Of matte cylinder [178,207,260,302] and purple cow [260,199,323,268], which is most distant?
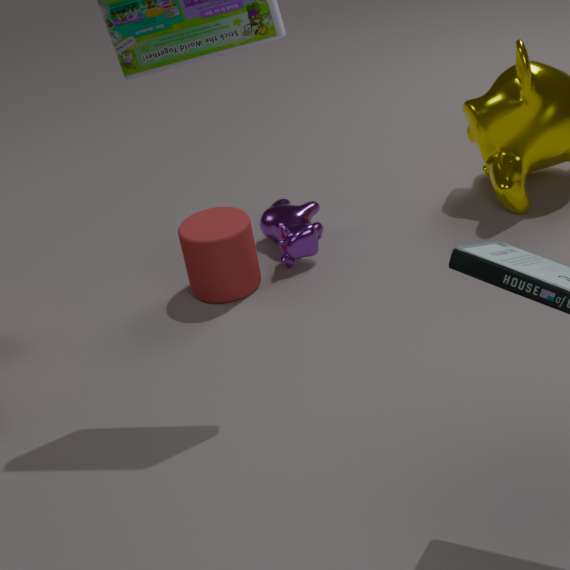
purple cow [260,199,323,268]
